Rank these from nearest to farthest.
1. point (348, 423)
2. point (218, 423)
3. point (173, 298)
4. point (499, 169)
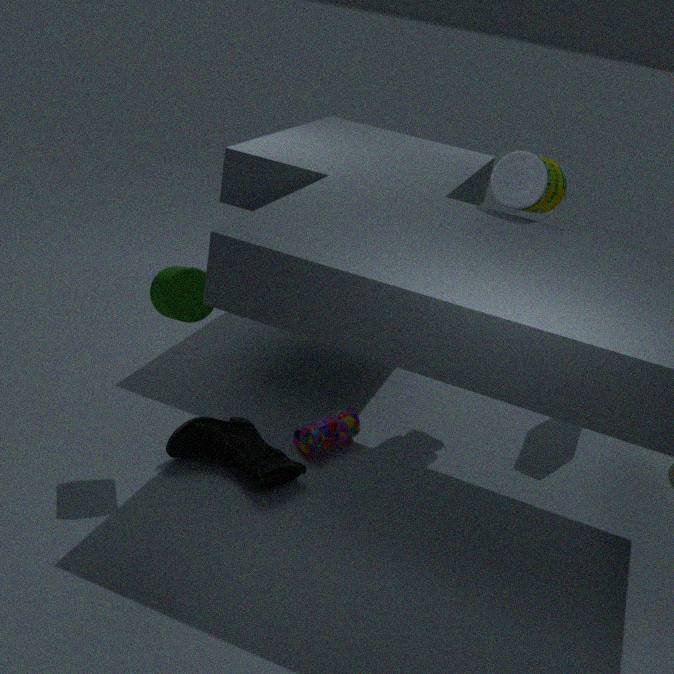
1. point (173, 298)
2. point (218, 423)
3. point (499, 169)
4. point (348, 423)
